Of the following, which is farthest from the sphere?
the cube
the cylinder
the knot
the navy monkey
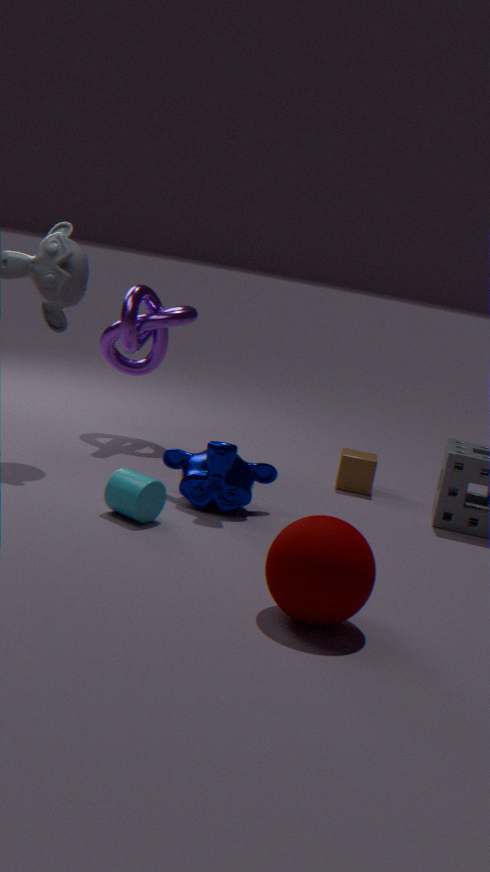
the knot
